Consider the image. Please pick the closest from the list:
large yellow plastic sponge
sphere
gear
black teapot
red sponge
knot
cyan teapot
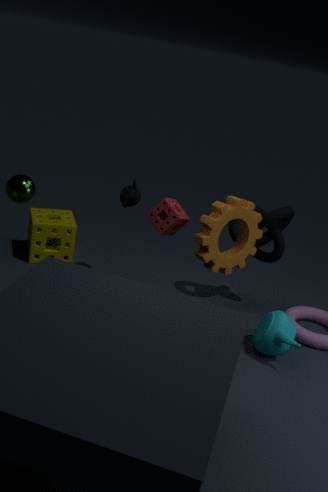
sphere
